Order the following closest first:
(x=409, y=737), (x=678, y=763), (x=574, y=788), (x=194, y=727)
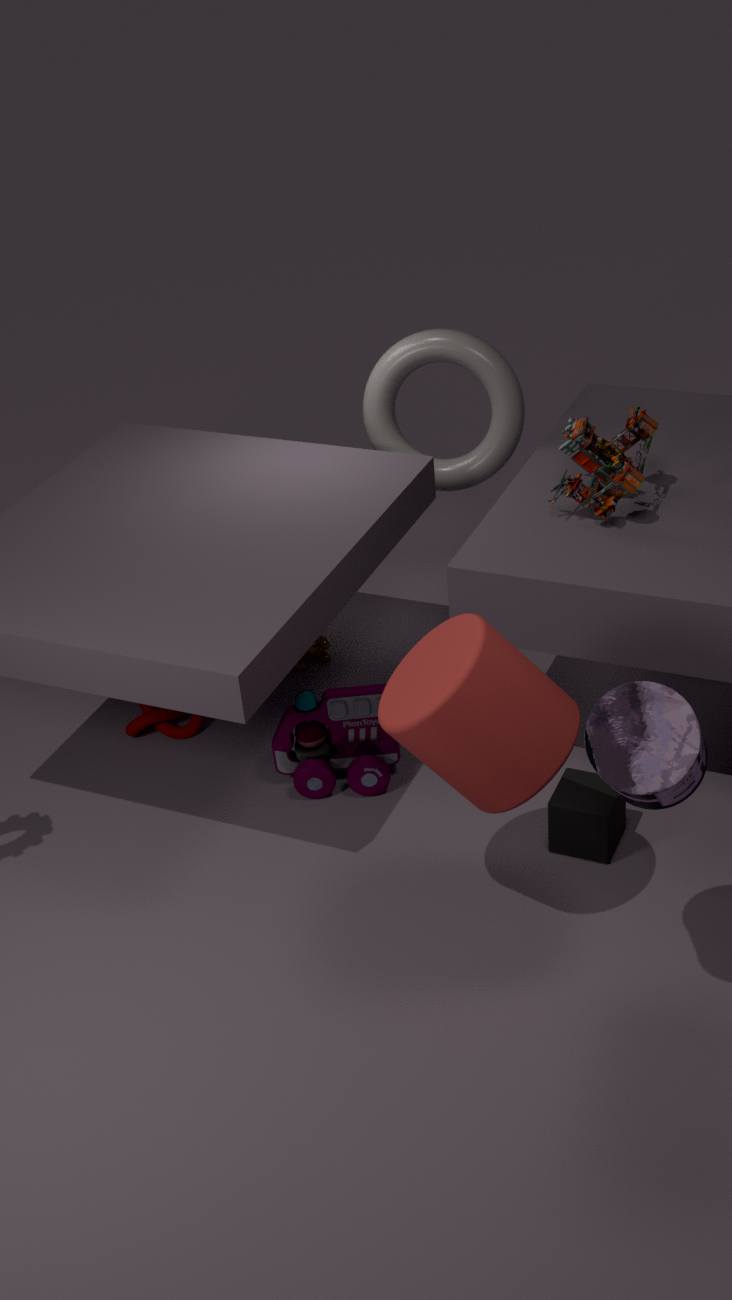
(x=678, y=763) → (x=409, y=737) → (x=574, y=788) → (x=194, y=727)
